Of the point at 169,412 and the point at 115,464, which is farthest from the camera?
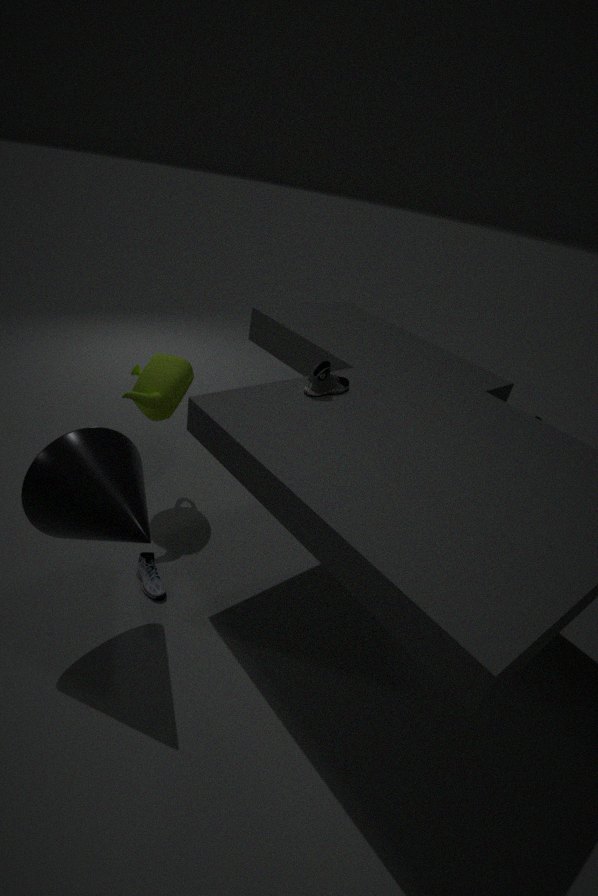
the point at 169,412
